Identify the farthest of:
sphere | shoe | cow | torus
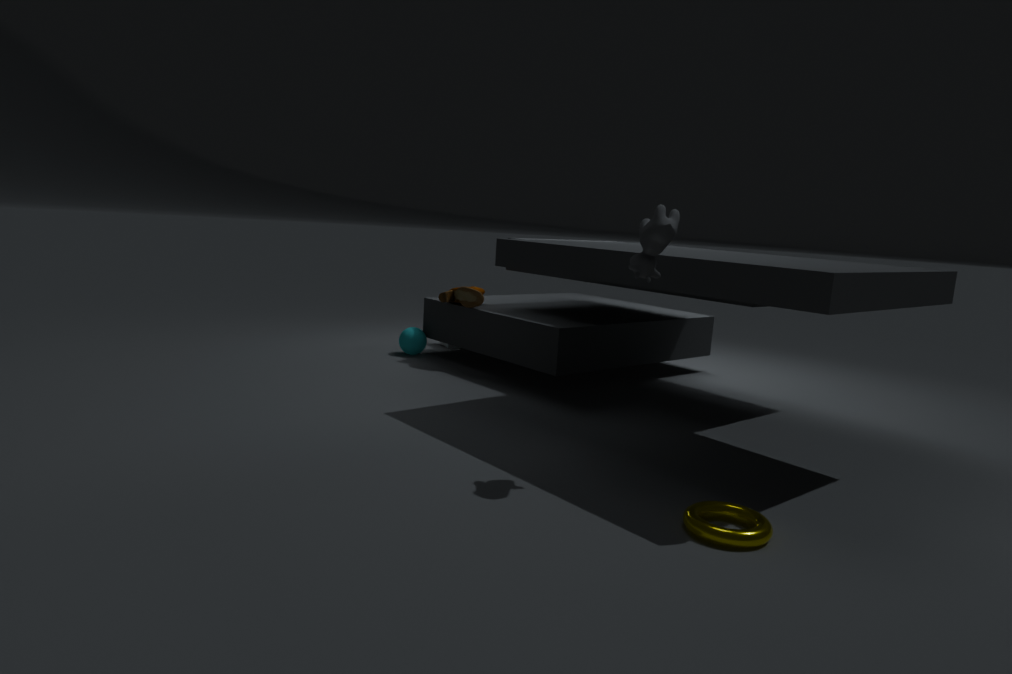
sphere
